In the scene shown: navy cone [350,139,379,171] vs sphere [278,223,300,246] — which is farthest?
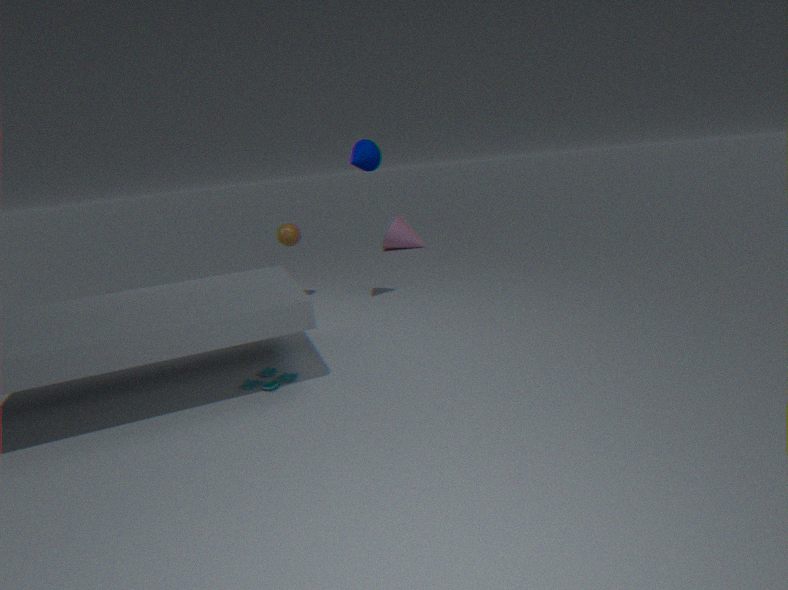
sphere [278,223,300,246]
